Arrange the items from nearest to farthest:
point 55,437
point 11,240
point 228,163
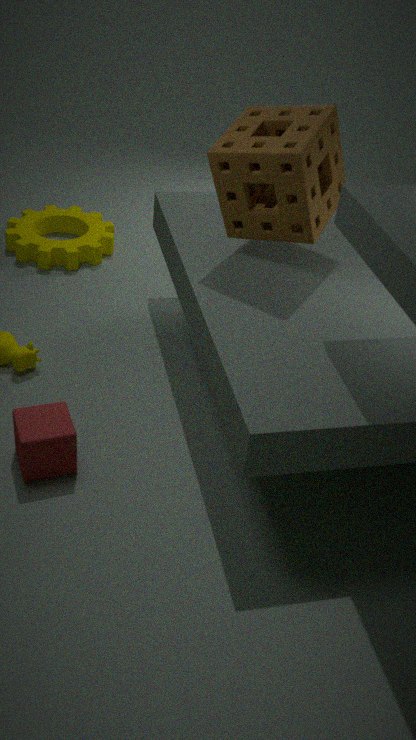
1. point 55,437
2. point 228,163
3. point 11,240
